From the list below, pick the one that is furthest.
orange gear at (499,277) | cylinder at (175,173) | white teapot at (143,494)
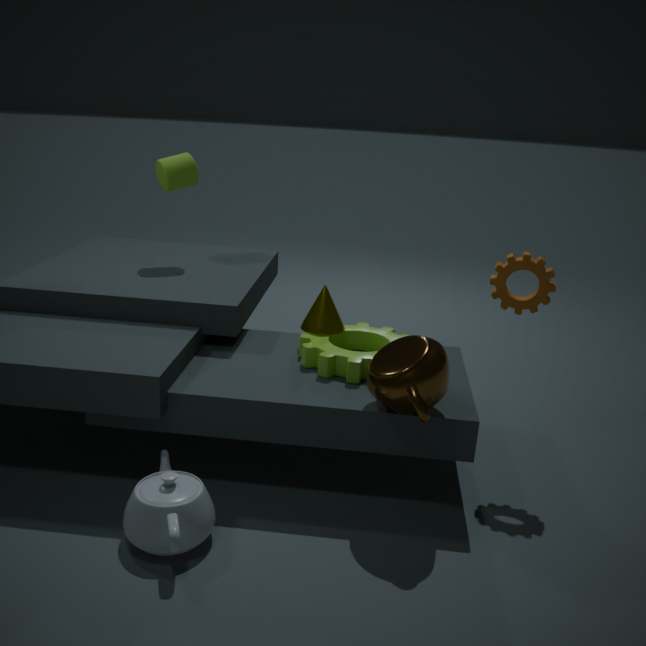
cylinder at (175,173)
